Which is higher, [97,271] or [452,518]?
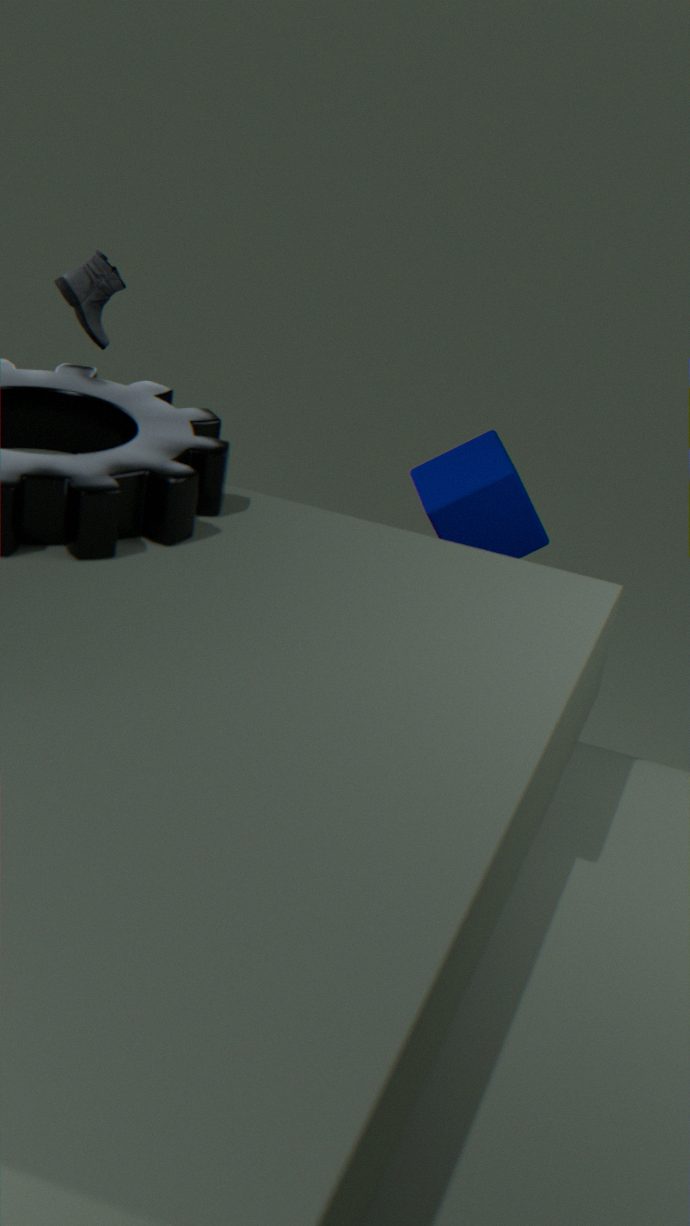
[97,271]
